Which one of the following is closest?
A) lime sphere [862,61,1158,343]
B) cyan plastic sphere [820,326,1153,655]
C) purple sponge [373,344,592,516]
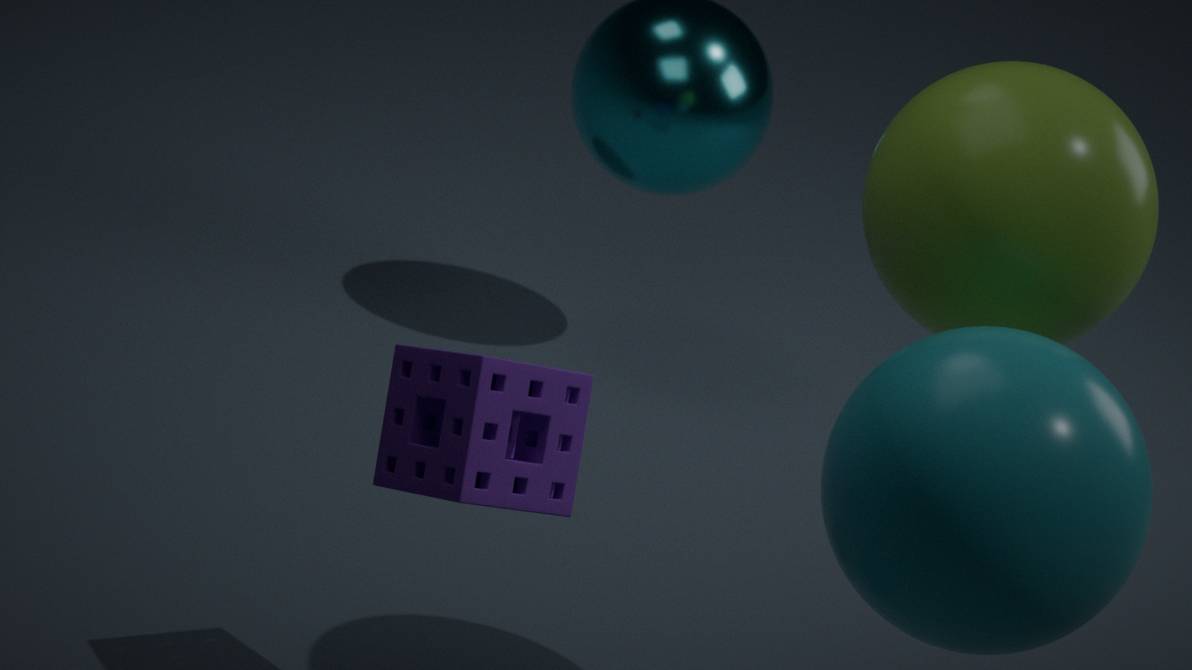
cyan plastic sphere [820,326,1153,655]
